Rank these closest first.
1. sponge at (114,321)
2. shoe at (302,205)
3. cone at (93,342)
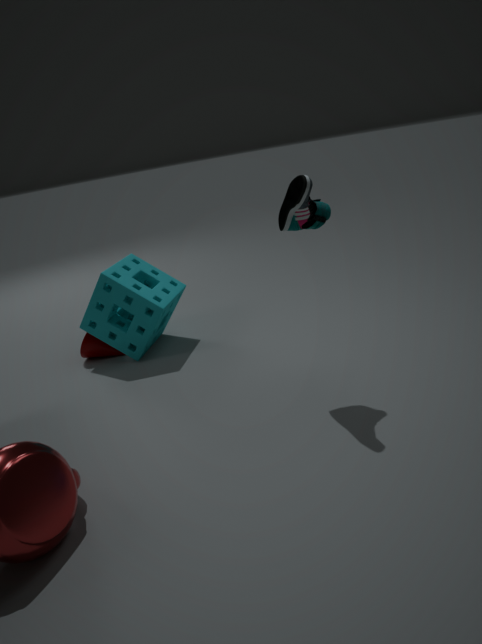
shoe at (302,205) < sponge at (114,321) < cone at (93,342)
